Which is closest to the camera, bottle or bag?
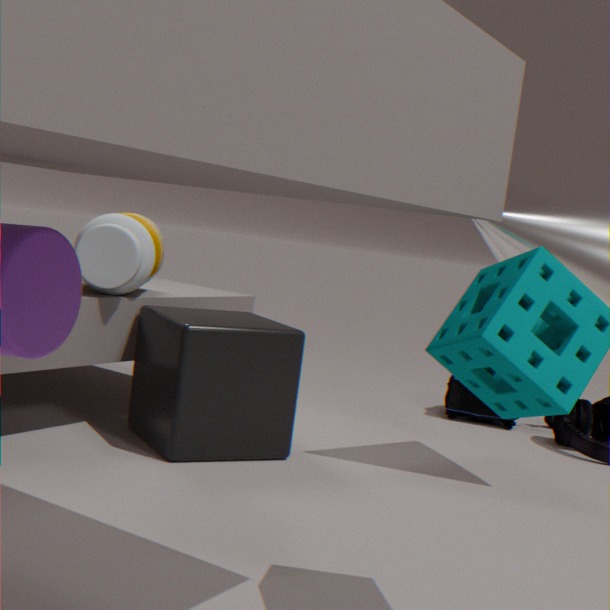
bottle
